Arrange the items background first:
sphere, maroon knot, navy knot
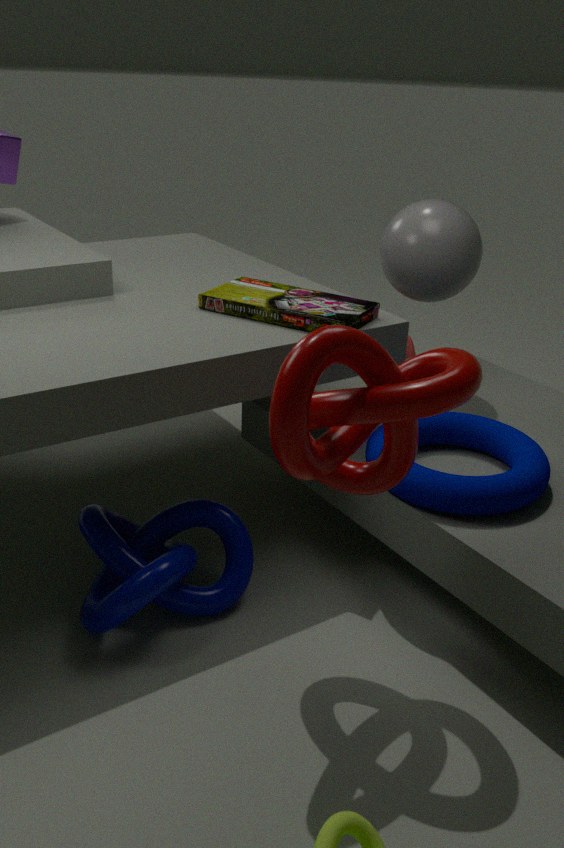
1. sphere
2. navy knot
3. maroon knot
